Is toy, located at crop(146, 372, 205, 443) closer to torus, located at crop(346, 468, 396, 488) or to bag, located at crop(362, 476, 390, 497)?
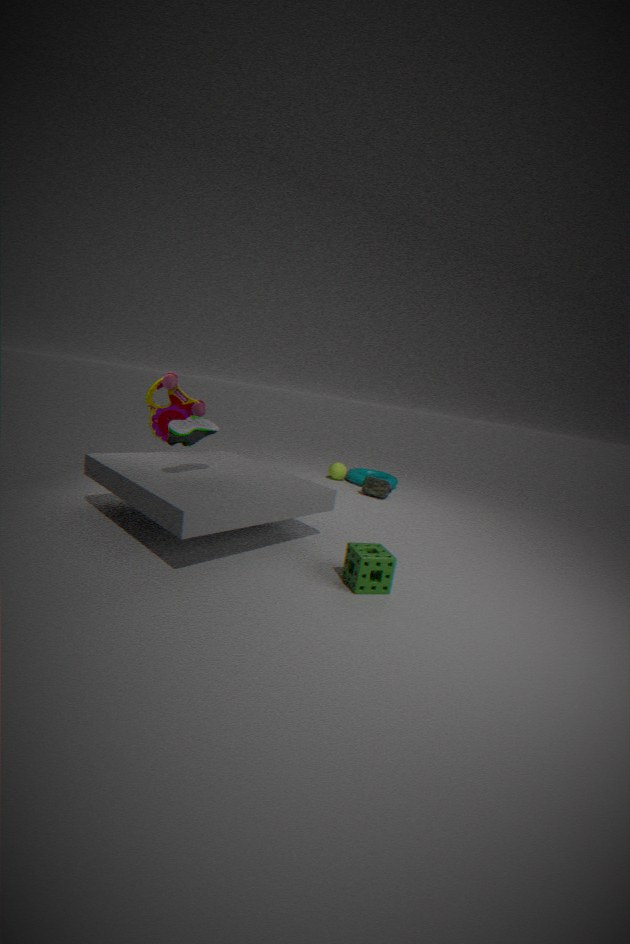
bag, located at crop(362, 476, 390, 497)
